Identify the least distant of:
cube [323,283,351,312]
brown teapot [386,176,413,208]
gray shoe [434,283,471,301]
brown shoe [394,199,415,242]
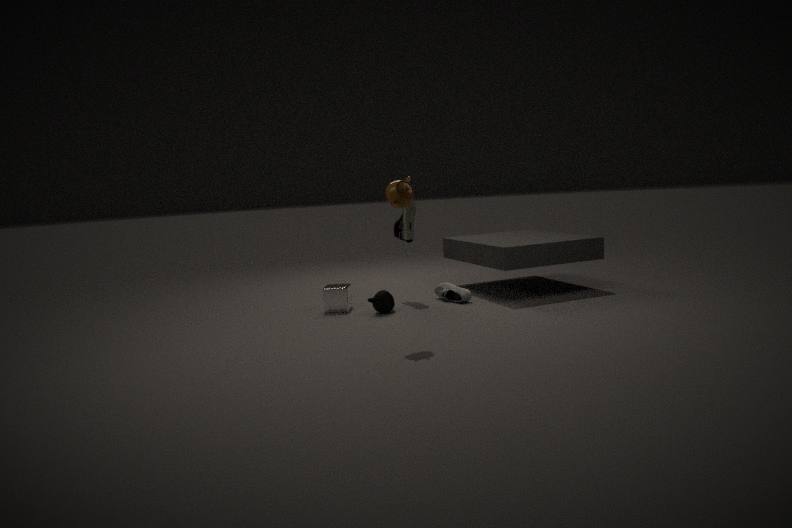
brown teapot [386,176,413,208]
